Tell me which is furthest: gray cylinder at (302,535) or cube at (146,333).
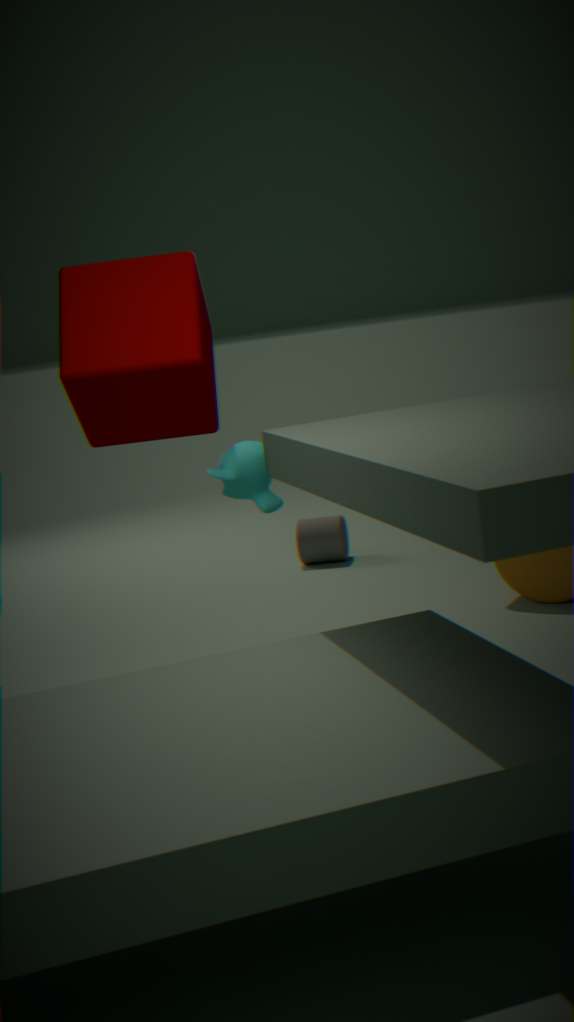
gray cylinder at (302,535)
